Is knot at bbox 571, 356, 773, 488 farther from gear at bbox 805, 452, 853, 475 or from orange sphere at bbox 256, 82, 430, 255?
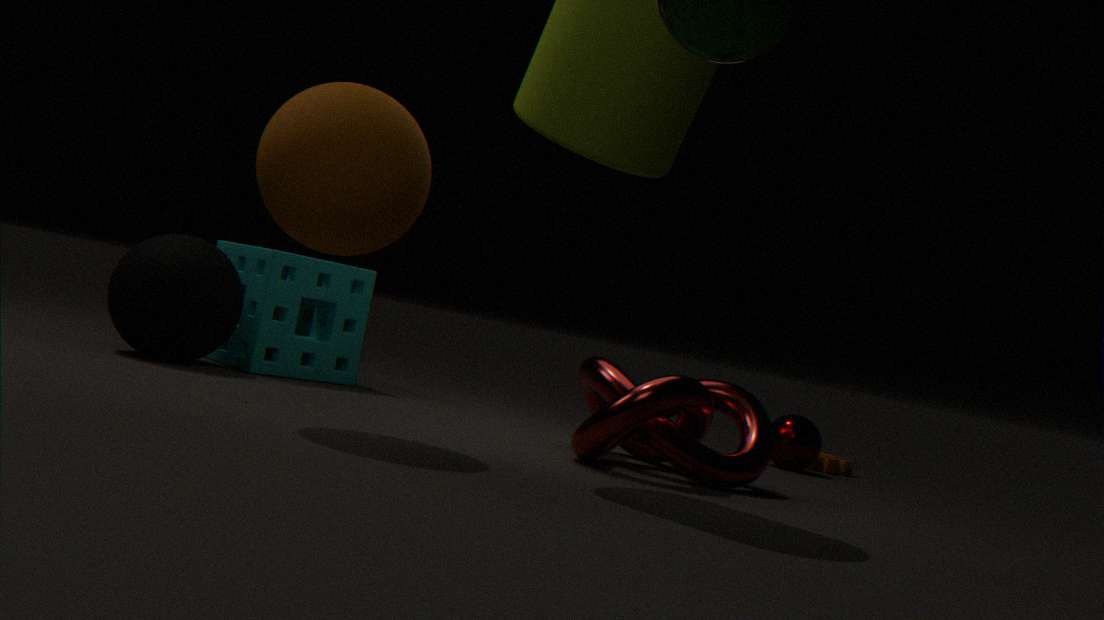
gear at bbox 805, 452, 853, 475
